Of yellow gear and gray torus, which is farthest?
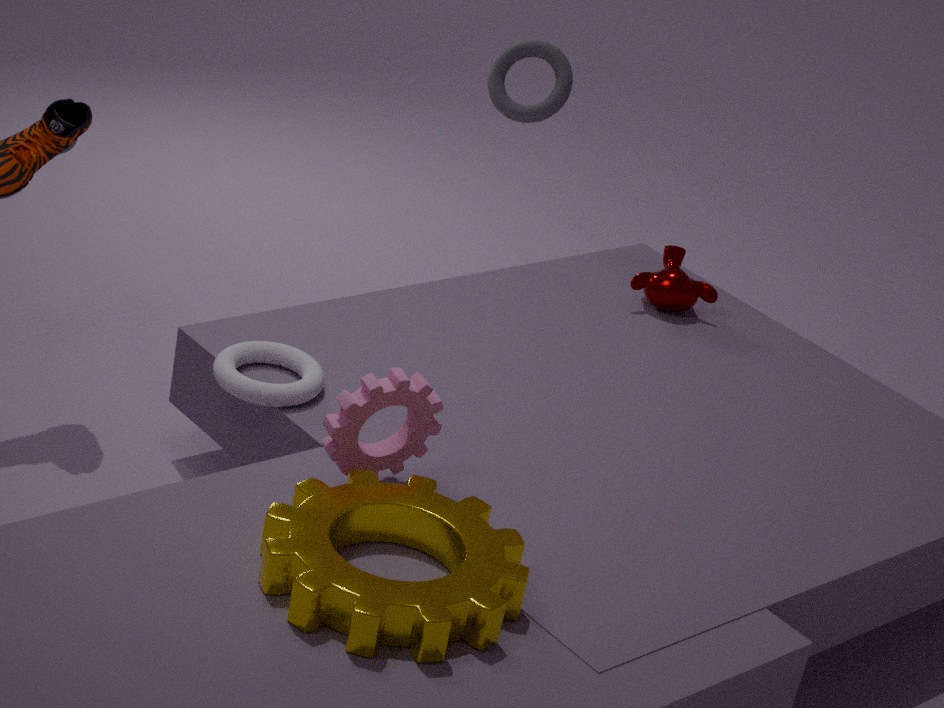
gray torus
